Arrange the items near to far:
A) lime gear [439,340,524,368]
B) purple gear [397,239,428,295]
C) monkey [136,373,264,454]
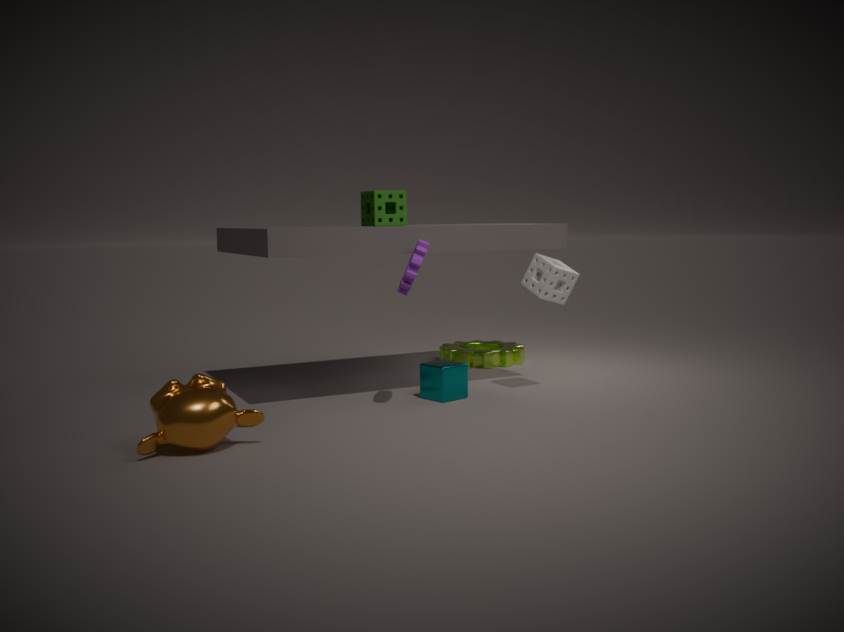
1. C. monkey [136,373,264,454]
2. B. purple gear [397,239,428,295]
3. A. lime gear [439,340,524,368]
